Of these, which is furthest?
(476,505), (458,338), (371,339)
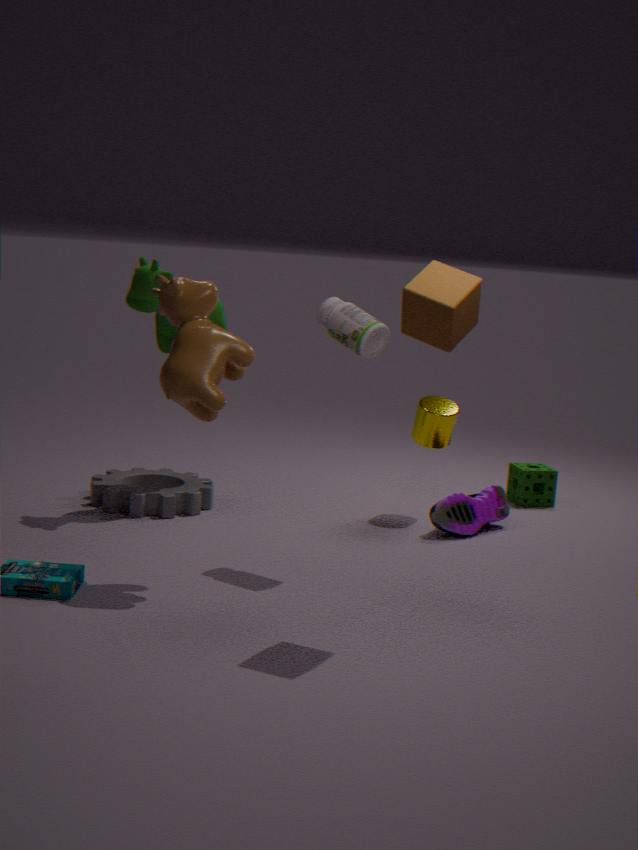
(476,505)
